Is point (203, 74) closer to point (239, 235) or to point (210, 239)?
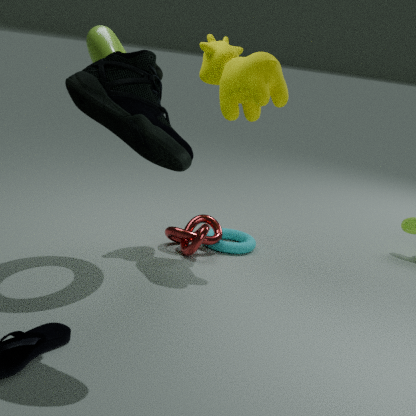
point (210, 239)
